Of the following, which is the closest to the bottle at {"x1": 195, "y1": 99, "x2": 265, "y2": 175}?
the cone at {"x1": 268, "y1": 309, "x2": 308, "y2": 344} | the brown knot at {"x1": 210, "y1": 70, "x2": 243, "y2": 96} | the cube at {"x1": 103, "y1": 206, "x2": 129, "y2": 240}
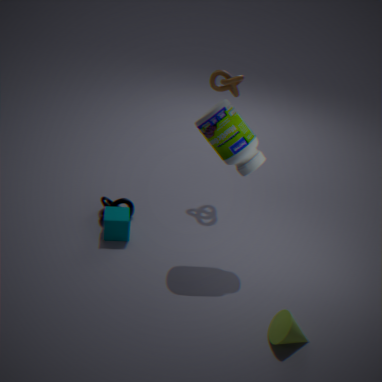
the brown knot at {"x1": 210, "y1": 70, "x2": 243, "y2": 96}
